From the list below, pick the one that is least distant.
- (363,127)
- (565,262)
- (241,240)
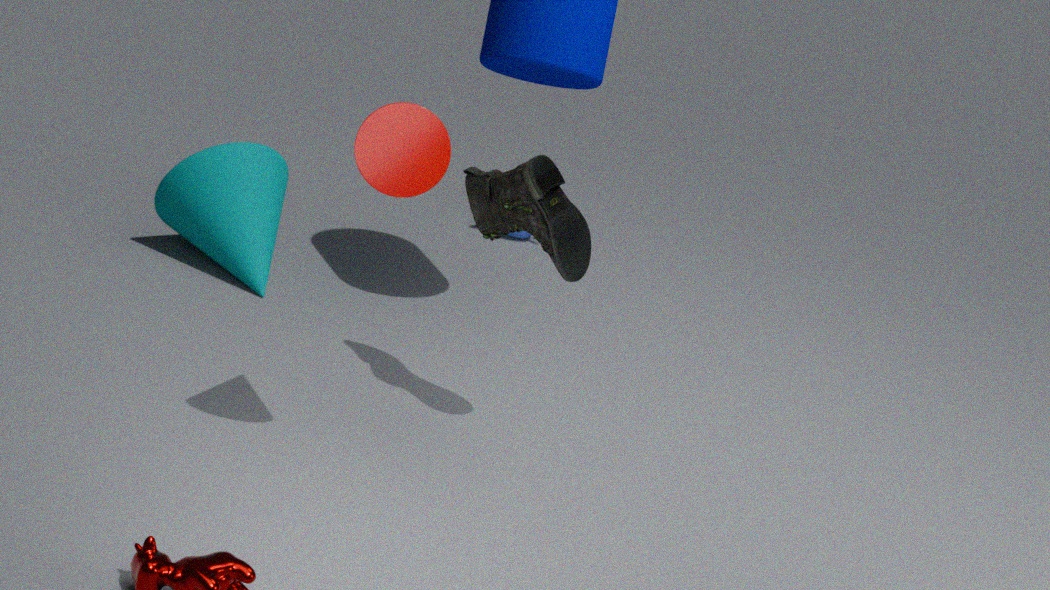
(363,127)
